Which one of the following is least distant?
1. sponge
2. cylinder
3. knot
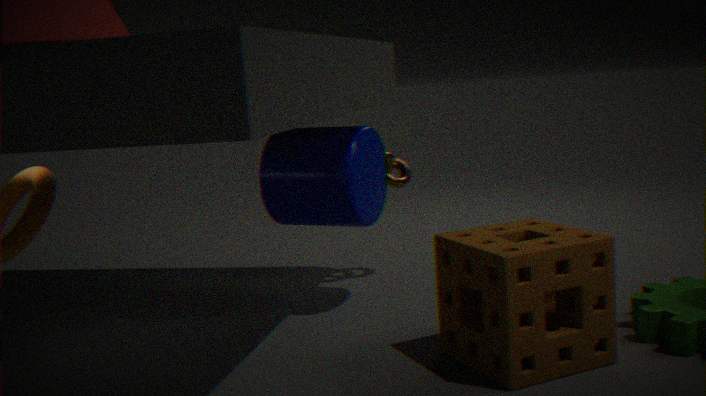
sponge
